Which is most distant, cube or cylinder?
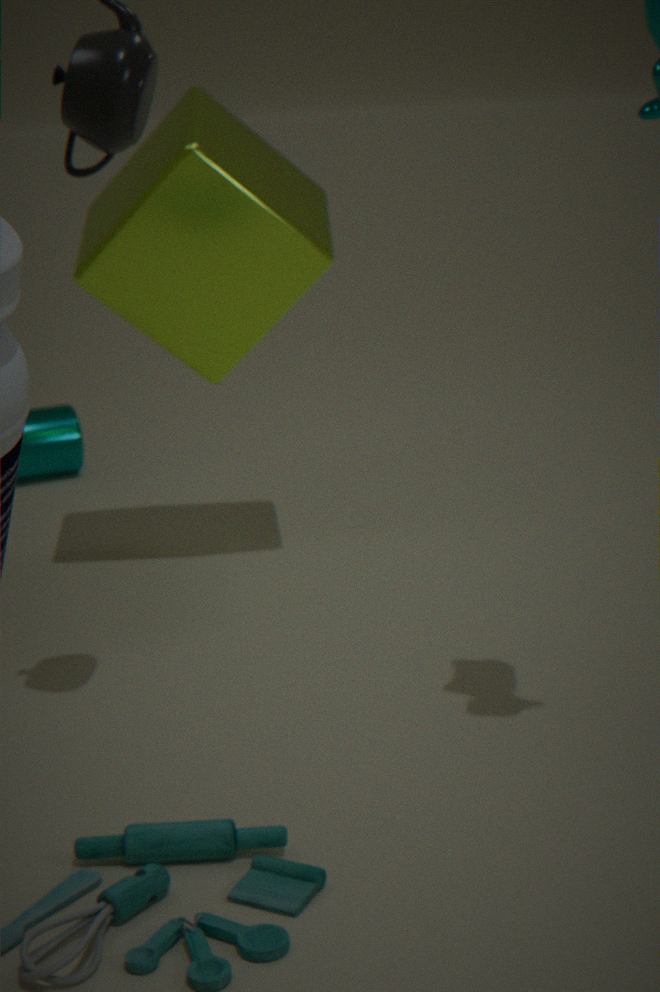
cylinder
